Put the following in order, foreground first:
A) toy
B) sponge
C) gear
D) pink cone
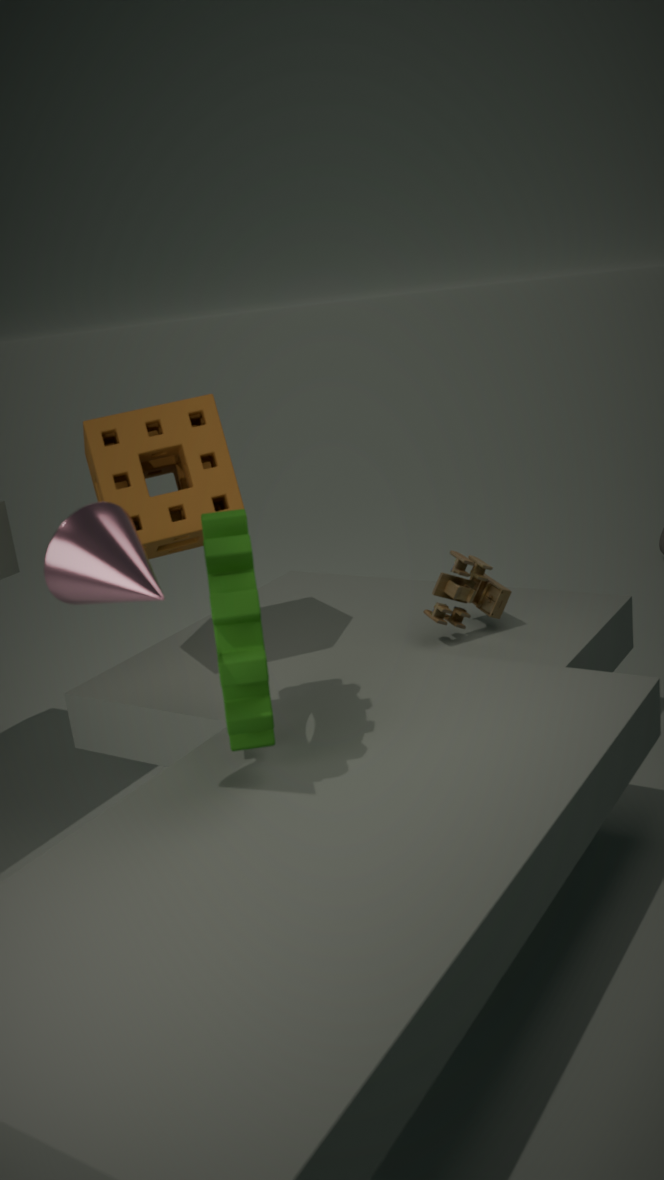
D. pink cone → C. gear → B. sponge → A. toy
